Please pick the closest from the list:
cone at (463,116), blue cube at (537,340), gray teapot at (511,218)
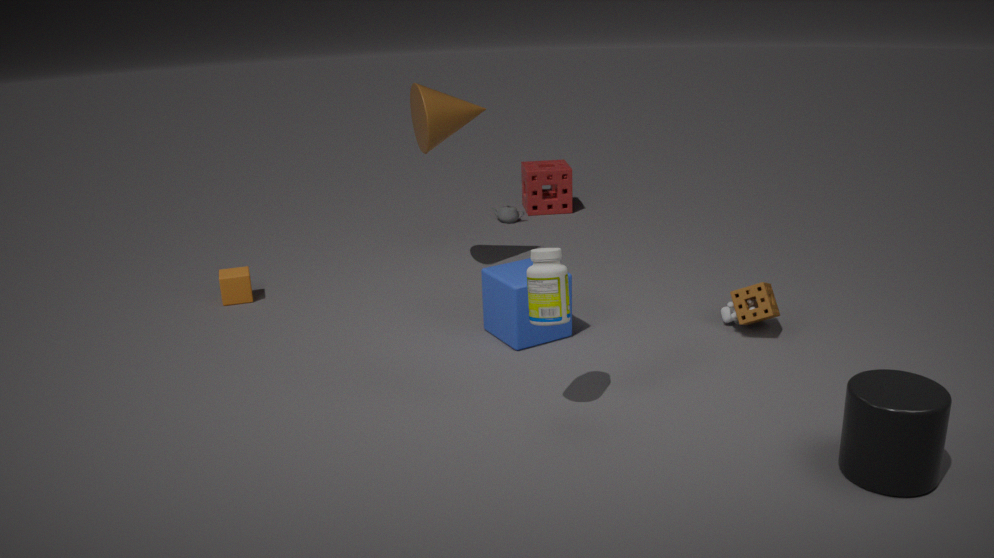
blue cube at (537,340)
